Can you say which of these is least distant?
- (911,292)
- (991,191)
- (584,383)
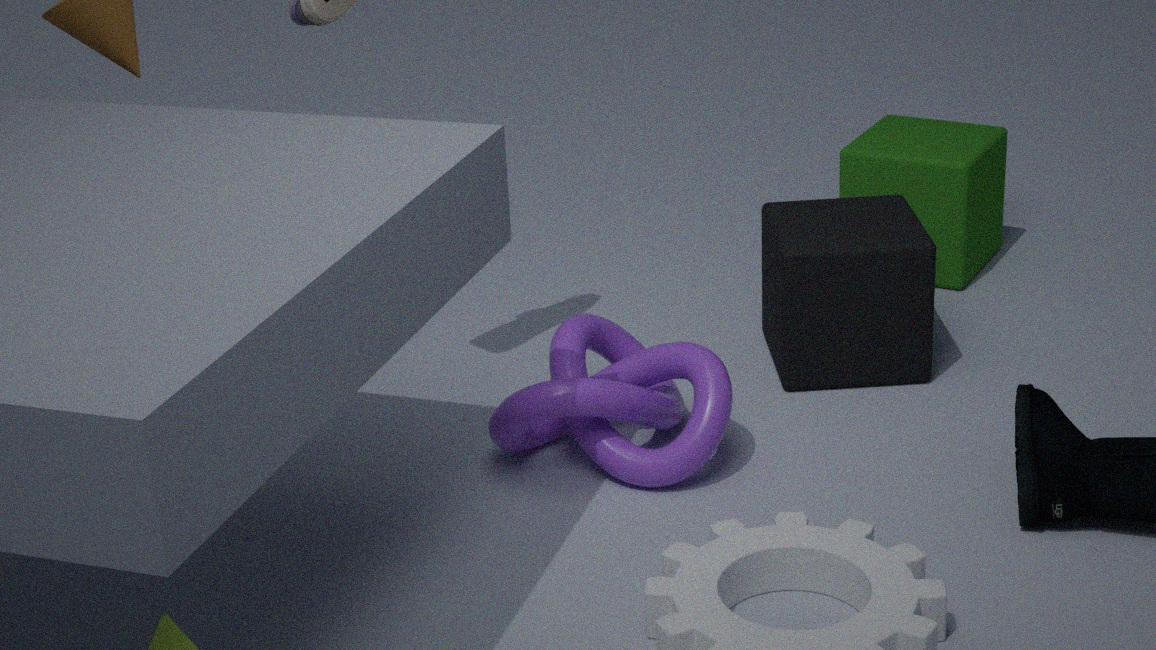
(584,383)
